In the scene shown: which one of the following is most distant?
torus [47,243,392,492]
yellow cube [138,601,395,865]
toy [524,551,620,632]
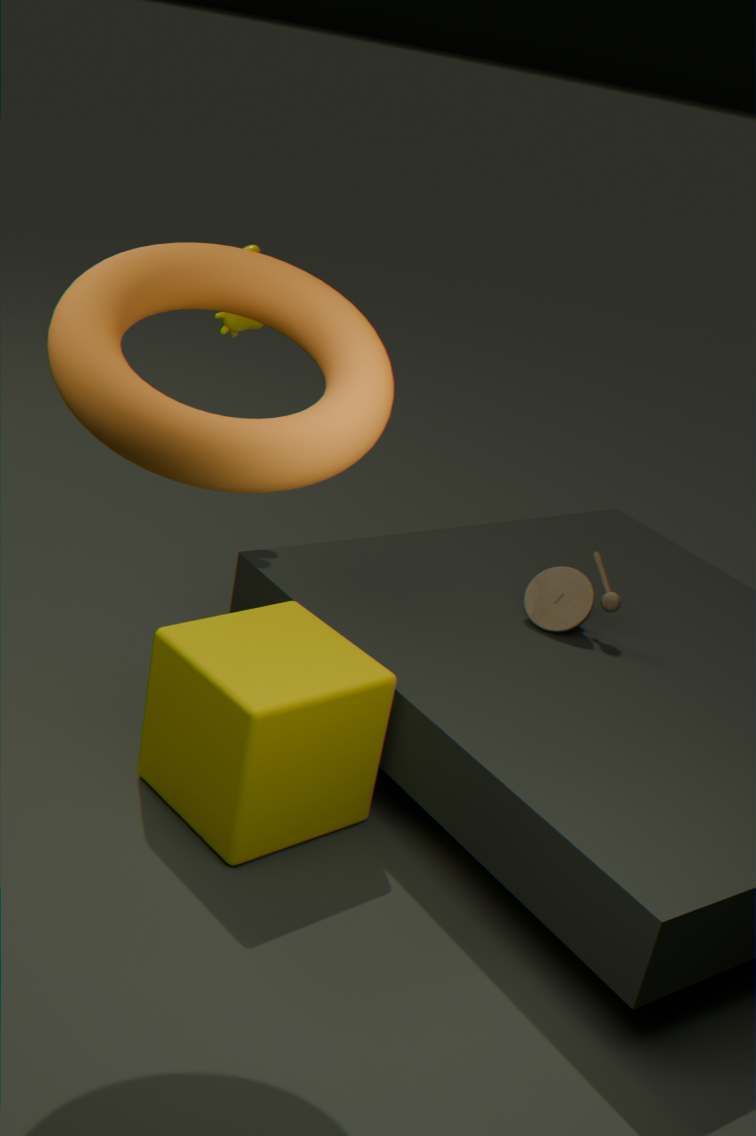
toy [524,551,620,632]
